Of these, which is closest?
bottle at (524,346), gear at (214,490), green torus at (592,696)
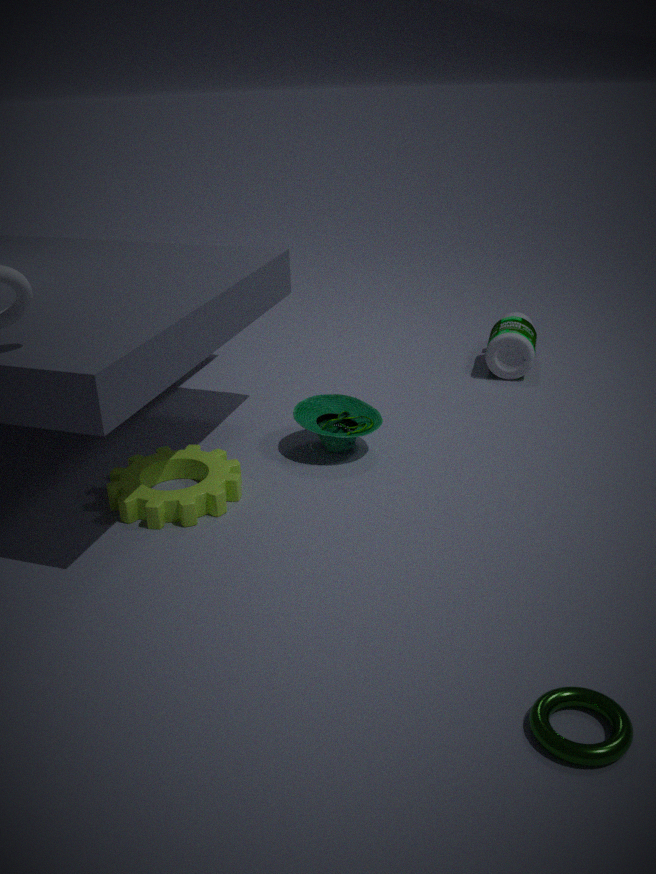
green torus at (592,696)
